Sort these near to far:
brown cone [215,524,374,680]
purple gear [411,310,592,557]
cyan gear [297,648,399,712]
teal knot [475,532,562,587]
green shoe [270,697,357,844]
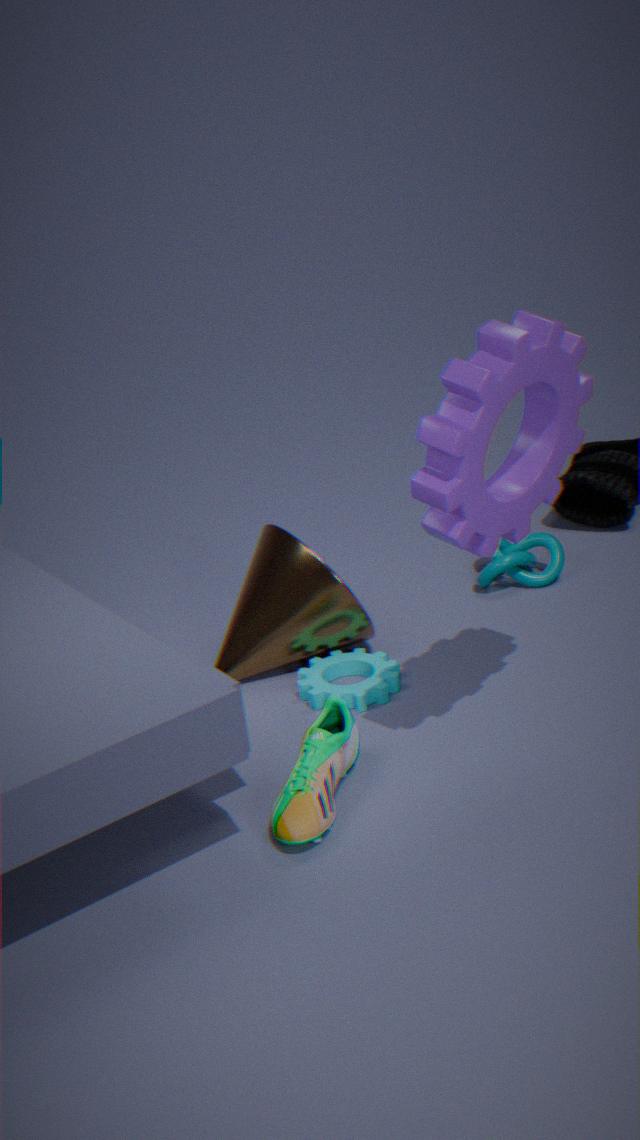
purple gear [411,310,592,557] < green shoe [270,697,357,844] < cyan gear [297,648,399,712] < brown cone [215,524,374,680] < teal knot [475,532,562,587]
